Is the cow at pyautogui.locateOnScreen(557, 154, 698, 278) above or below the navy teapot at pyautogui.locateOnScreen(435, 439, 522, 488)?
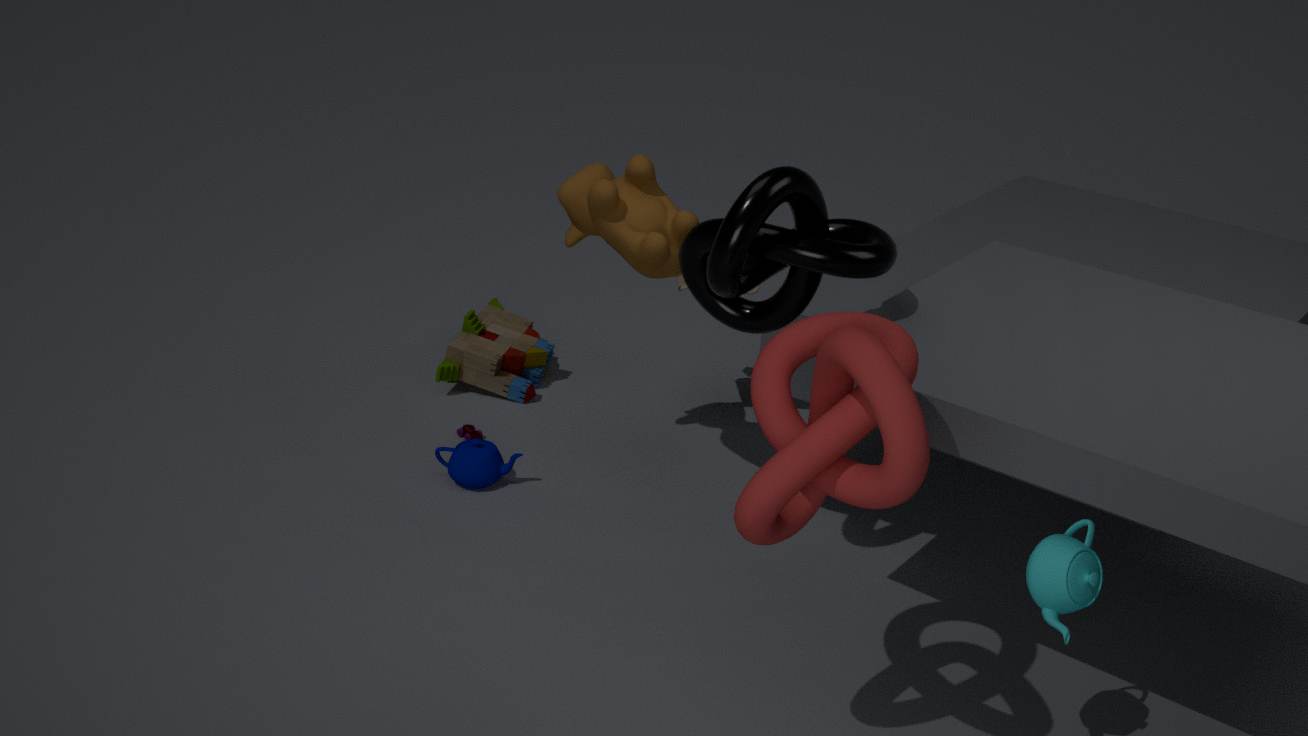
above
